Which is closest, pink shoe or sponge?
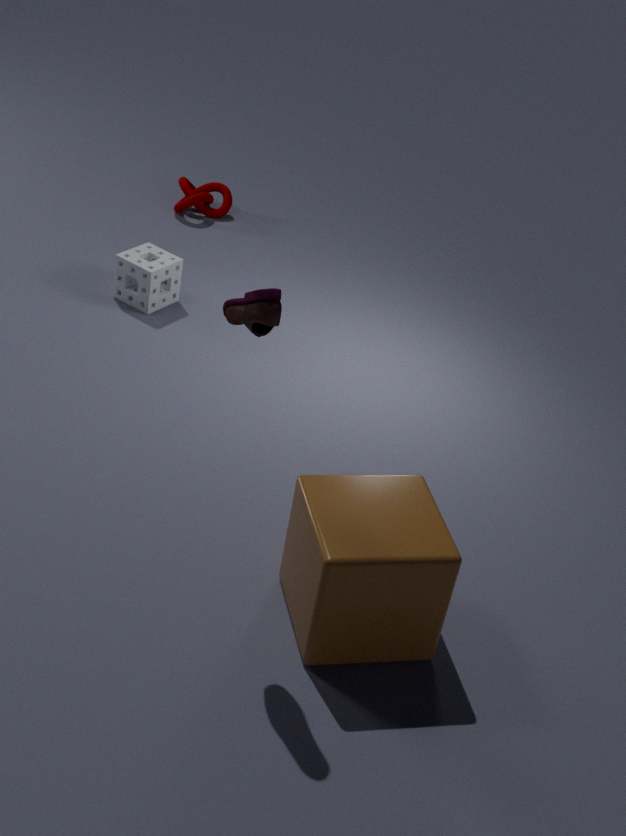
pink shoe
